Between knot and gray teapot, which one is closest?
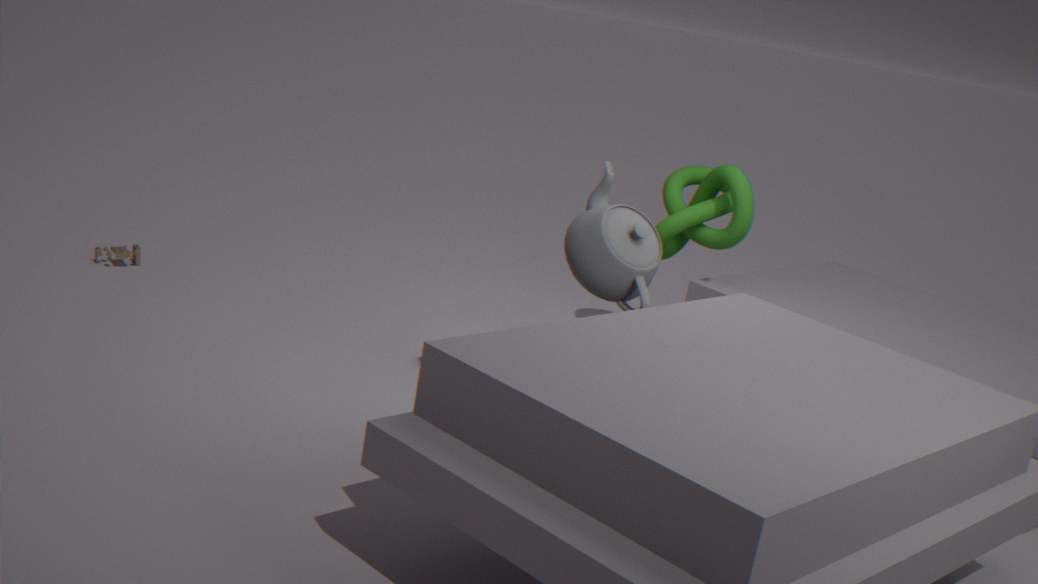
gray teapot
